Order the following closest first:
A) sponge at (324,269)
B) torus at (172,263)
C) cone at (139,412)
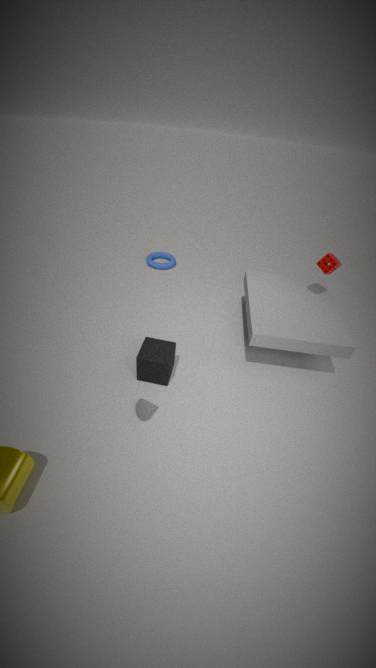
cone at (139,412) < sponge at (324,269) < torus at (172,263)
